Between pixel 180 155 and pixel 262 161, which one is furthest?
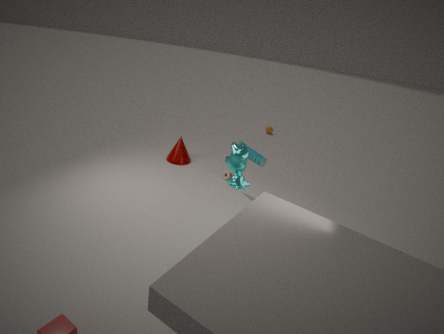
pixel 180 155
